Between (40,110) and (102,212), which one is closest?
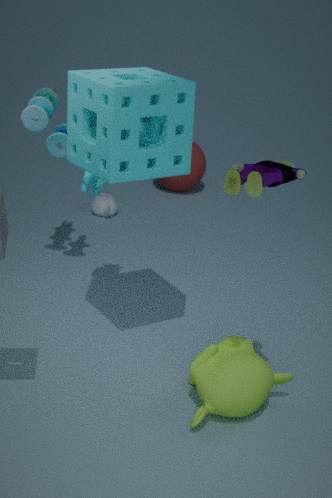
(40,110)
